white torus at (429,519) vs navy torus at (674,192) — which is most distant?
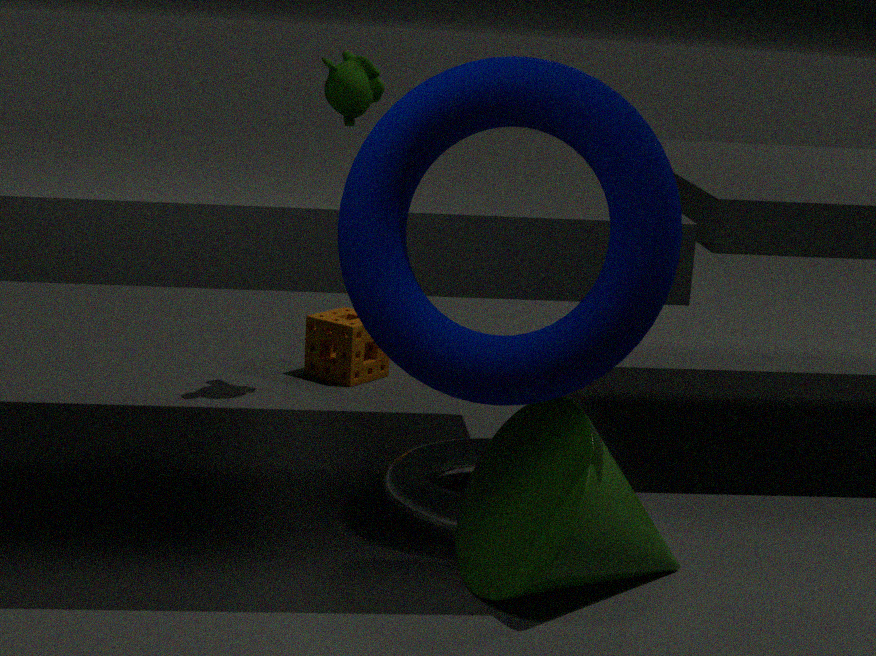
white torus at (429,519)
